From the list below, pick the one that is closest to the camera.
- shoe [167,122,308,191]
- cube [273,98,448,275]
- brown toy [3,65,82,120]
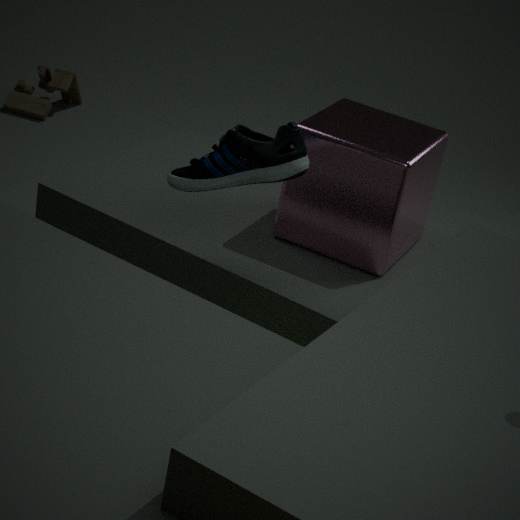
shoe [167,122,308,191]
